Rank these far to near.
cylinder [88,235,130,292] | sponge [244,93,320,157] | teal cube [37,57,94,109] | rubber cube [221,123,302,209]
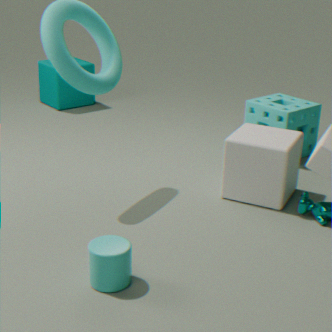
teal cube [37,57,94,109] < sponge [244,93,320,157] < rubber cube [221,123,302,209] < cylinder [88,235,130,292]
